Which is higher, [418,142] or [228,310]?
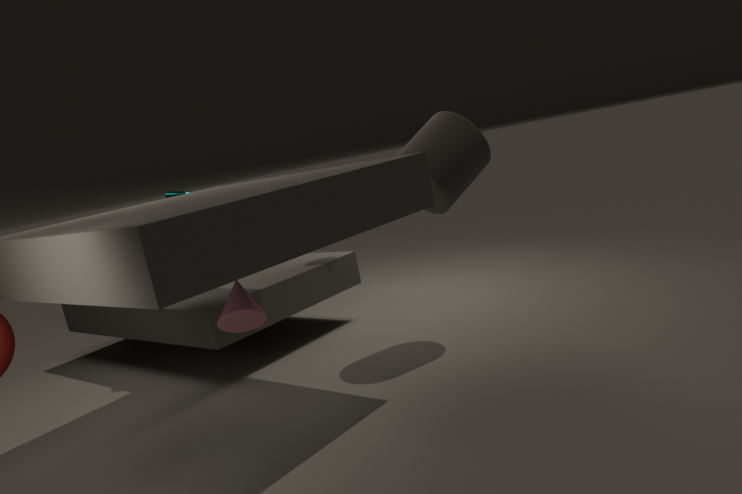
[418,142]
